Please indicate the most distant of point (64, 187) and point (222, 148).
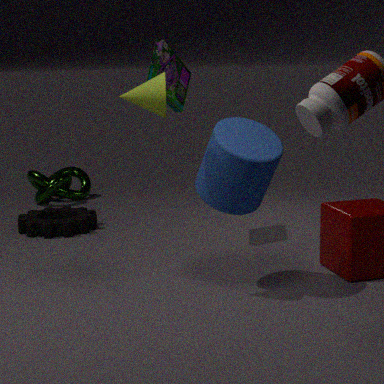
point (64, 187)
